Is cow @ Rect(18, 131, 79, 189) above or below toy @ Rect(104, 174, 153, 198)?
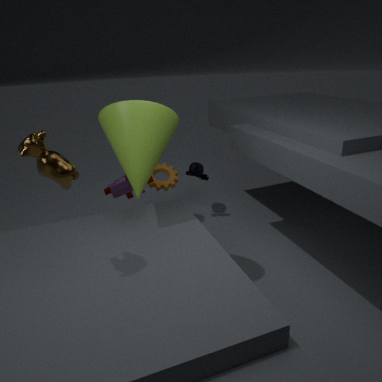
above
